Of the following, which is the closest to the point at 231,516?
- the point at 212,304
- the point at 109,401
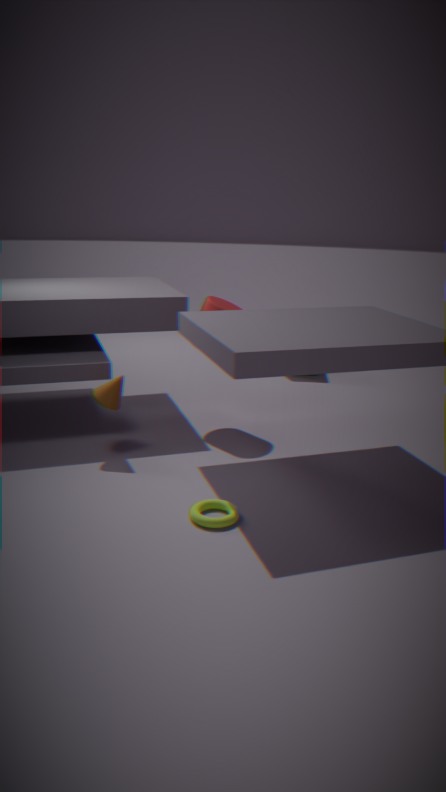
the point at 109,401
